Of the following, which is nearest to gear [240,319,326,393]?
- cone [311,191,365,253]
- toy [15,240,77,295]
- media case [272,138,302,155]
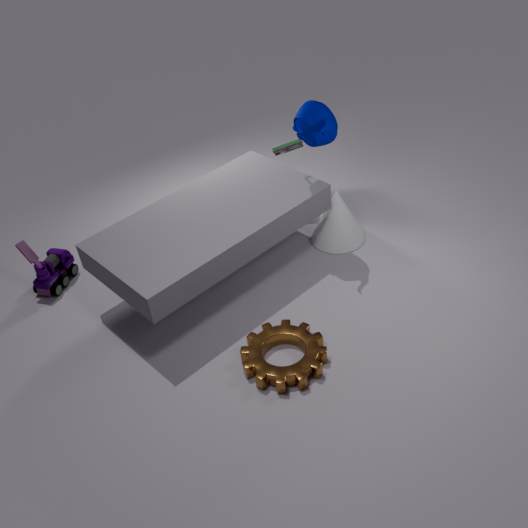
cone [311,191,365,253]
